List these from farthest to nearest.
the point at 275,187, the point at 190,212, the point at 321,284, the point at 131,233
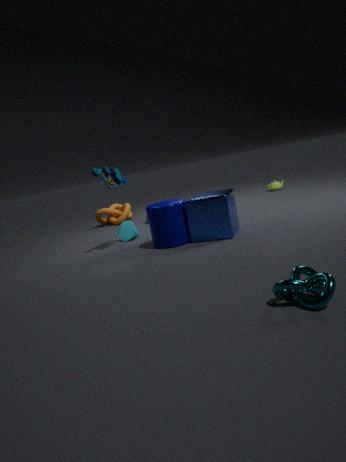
the point at 275,187
the point at 131,233
the point at 190,212
the point at 321,284
